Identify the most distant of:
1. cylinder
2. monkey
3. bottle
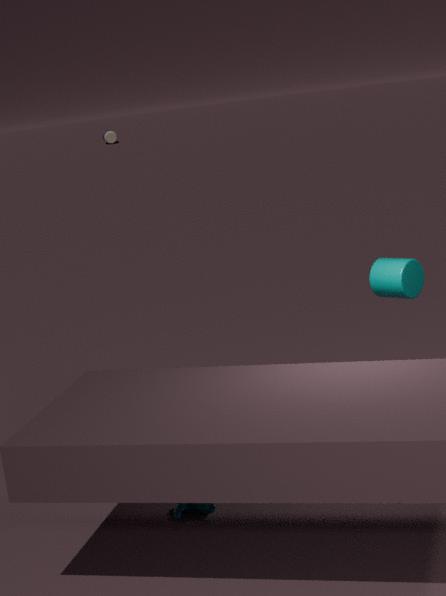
bottle
